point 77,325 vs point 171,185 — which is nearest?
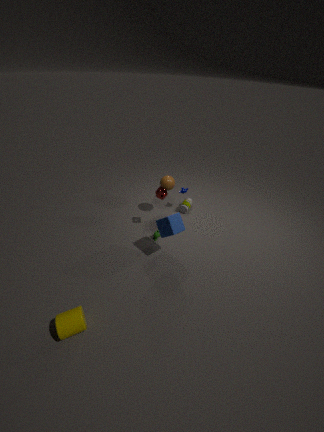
point 77,325
